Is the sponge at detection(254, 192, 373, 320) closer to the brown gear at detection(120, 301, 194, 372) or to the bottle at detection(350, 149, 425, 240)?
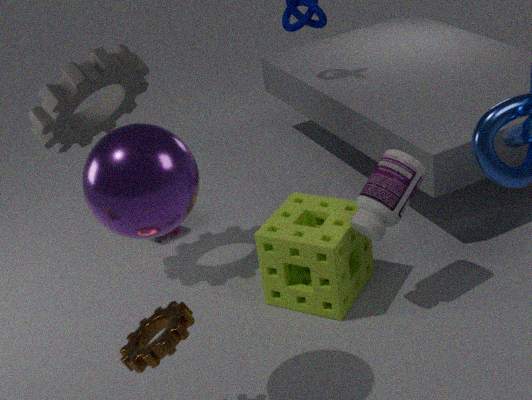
the bottle at detection(350, 149, 425, 240)
